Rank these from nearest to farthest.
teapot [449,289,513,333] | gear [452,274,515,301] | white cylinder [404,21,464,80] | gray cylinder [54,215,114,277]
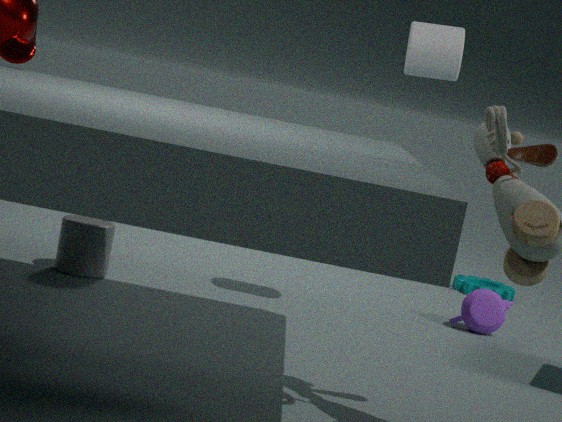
white cylinder [404,21,464,80], gray cylinder [54,215,114,277], teapot [449,289,513,333], gear [452,274,515,301]
